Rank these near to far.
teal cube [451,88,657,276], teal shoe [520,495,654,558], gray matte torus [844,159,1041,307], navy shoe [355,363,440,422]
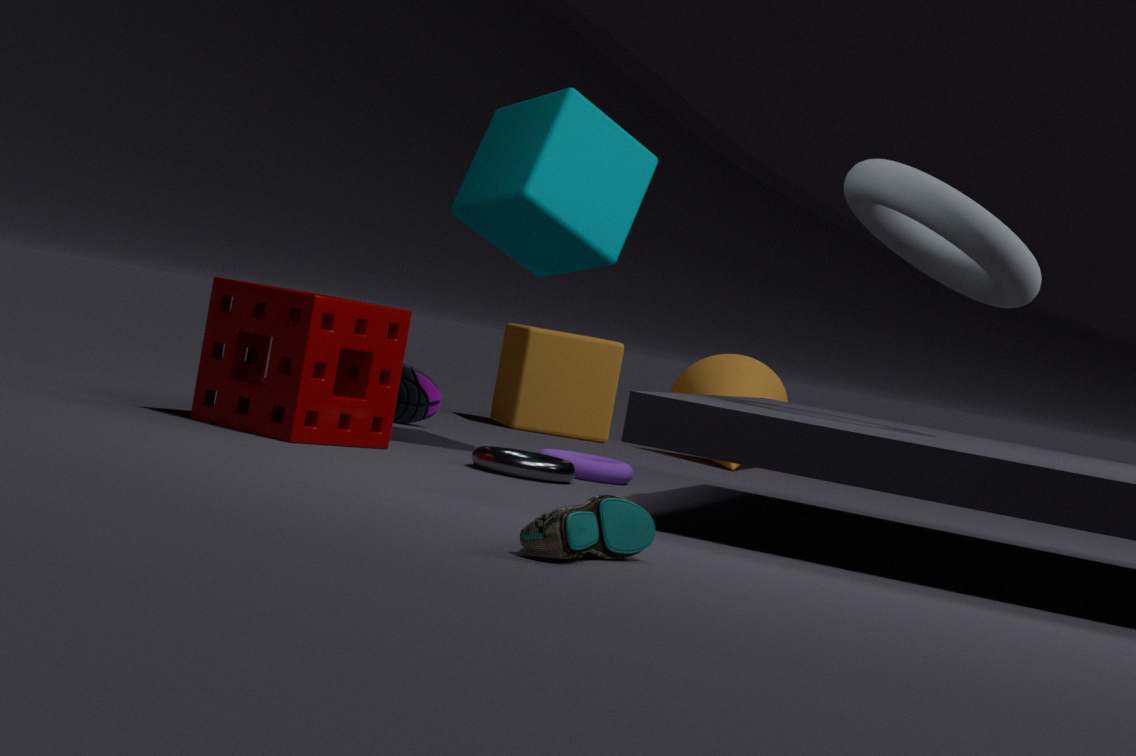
teal shoe [520,495,654,558]
gray matte torus [844,159,1041,307]
teal cube [451,88,657,276]
navy shoe [355,363,440,422]
